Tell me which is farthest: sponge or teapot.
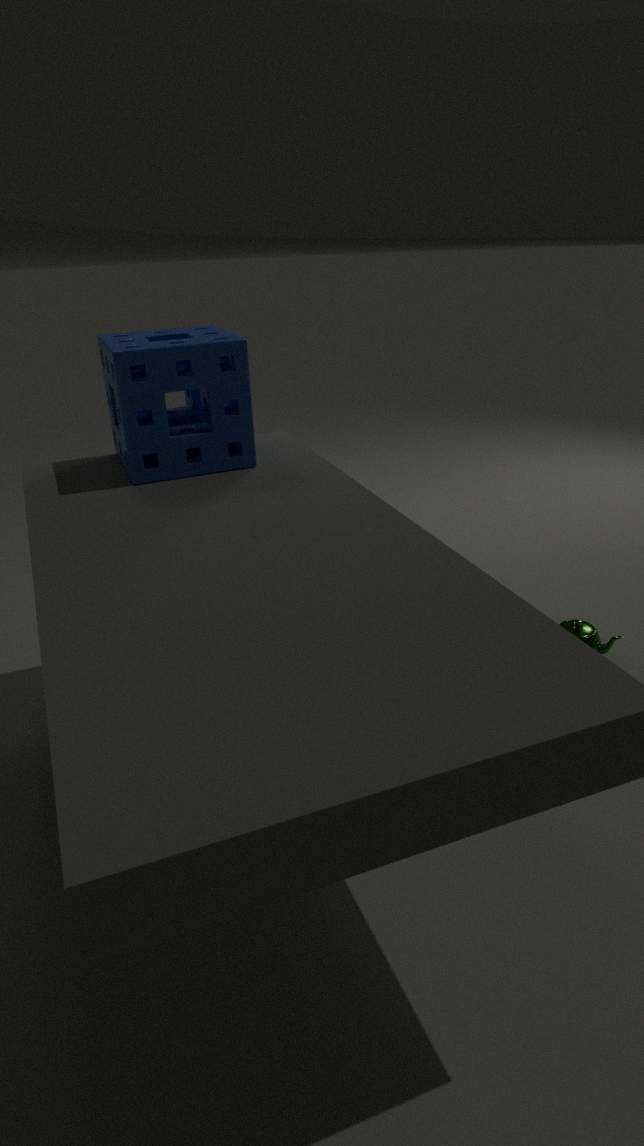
teapot
